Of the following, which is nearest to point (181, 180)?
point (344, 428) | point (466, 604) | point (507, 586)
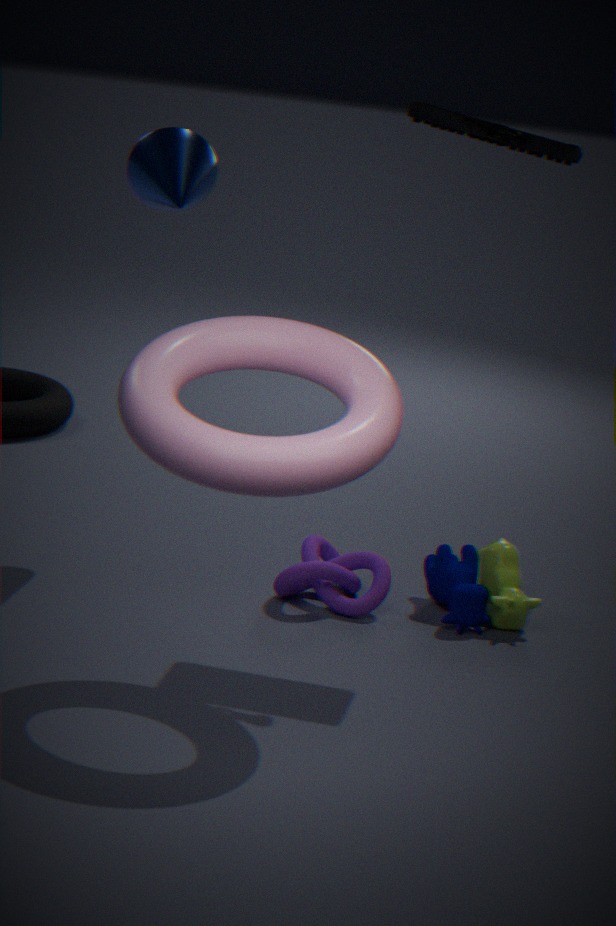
point (344, 428)
